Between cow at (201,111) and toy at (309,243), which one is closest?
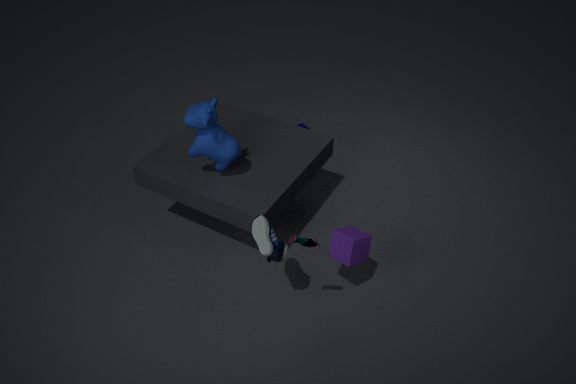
toy at (309,243)
